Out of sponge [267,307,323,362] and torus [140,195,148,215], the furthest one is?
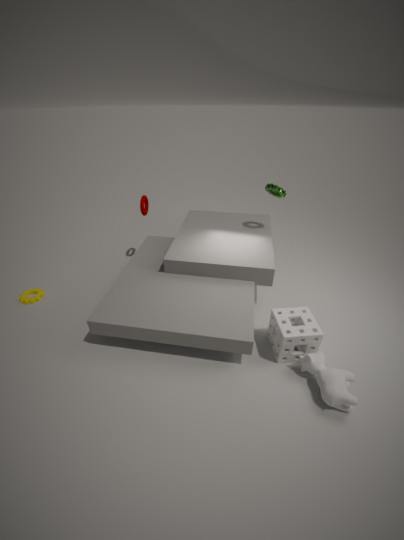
torus [140,195,148,215]
